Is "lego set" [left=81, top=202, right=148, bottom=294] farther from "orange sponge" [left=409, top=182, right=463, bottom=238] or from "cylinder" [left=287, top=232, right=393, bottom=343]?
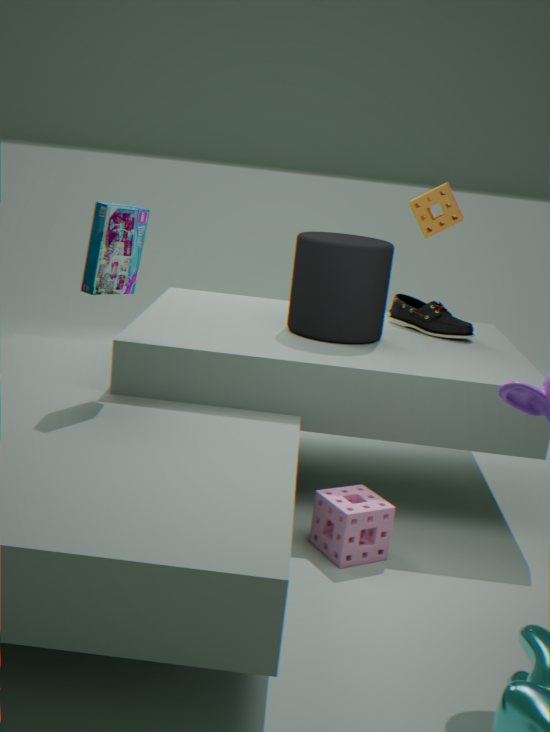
"orange sponge" [left=409, top=182, right=463, bottom=238]
